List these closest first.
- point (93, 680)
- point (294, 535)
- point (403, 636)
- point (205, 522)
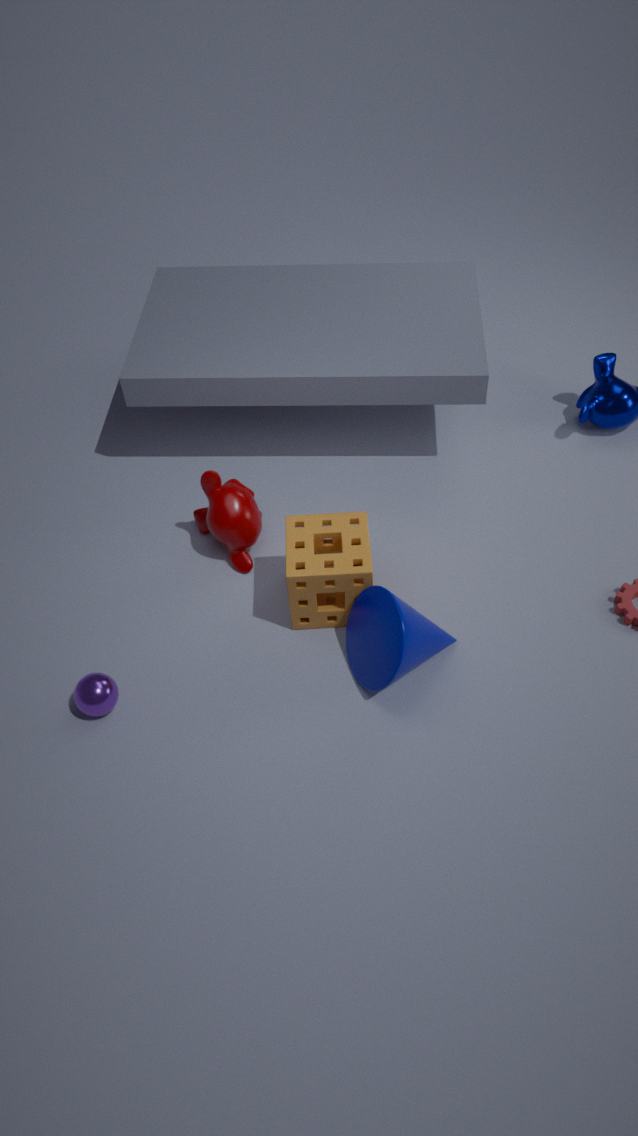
point (403, 636) < point (93, 680) < point (294, 535) < point (205, 522)
